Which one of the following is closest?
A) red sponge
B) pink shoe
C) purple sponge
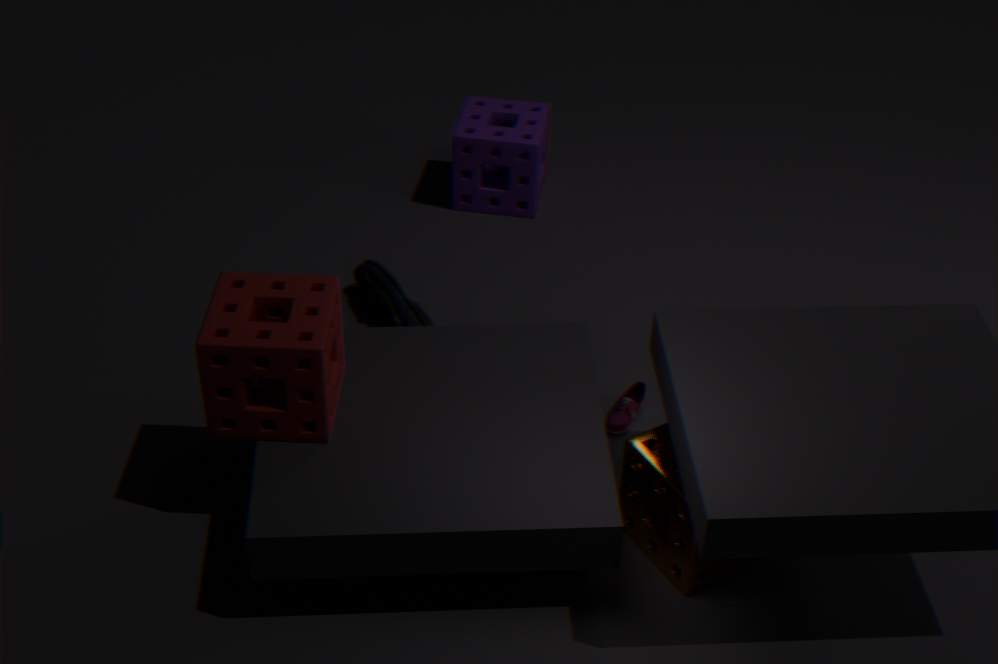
red sponge
